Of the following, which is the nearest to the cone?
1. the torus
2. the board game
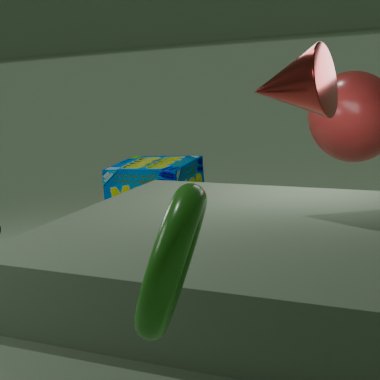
the torus
